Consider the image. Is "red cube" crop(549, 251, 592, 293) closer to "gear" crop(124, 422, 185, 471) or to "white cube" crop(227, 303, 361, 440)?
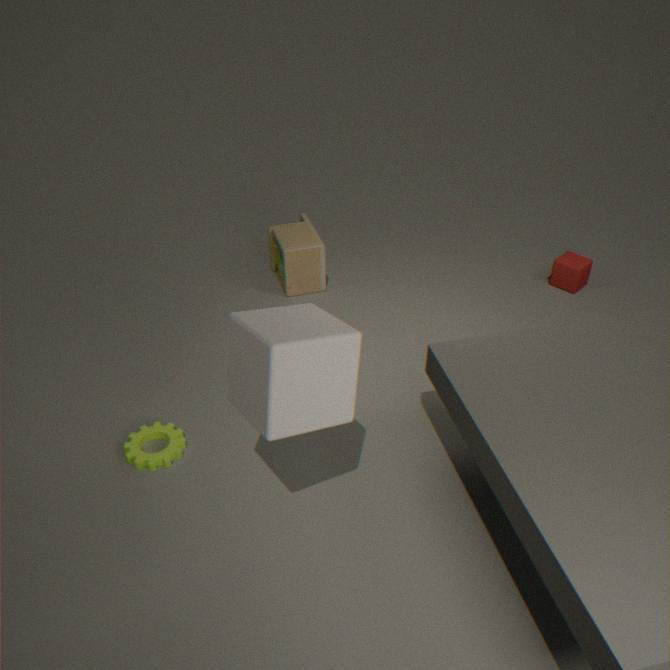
"white cube" crop(227, 303, 361, 440)
